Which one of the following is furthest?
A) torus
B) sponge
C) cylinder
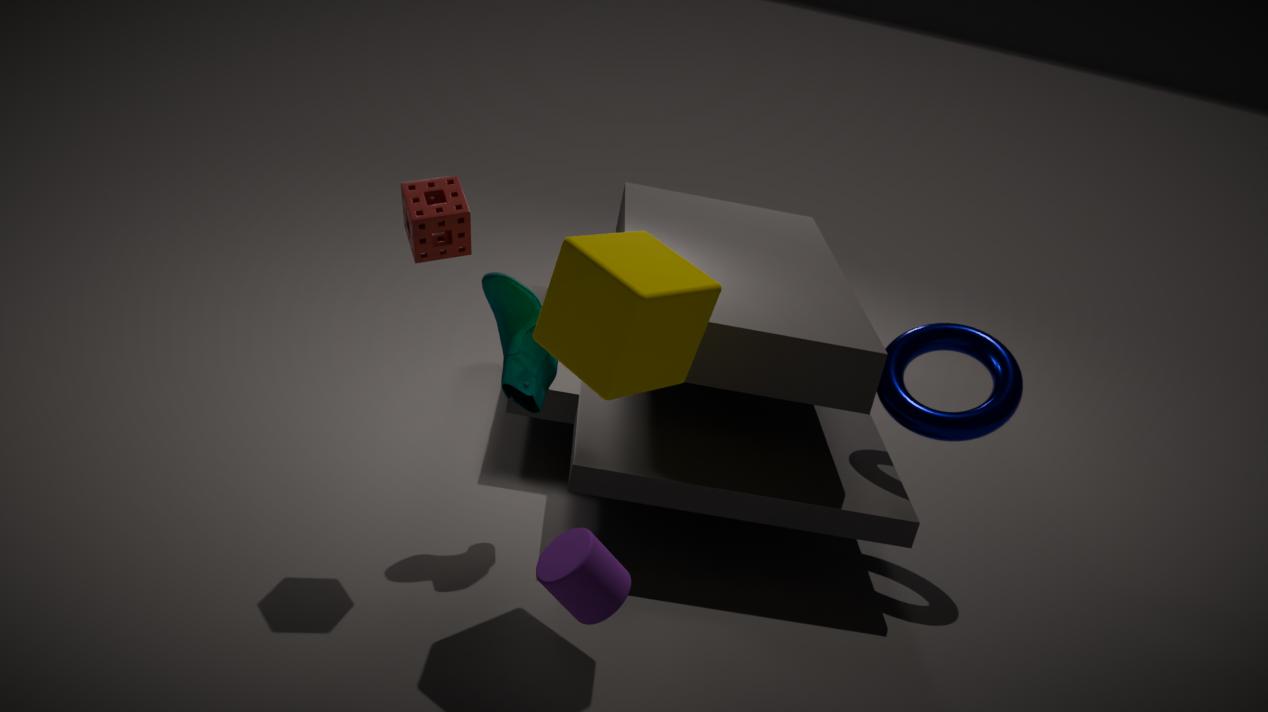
torus
